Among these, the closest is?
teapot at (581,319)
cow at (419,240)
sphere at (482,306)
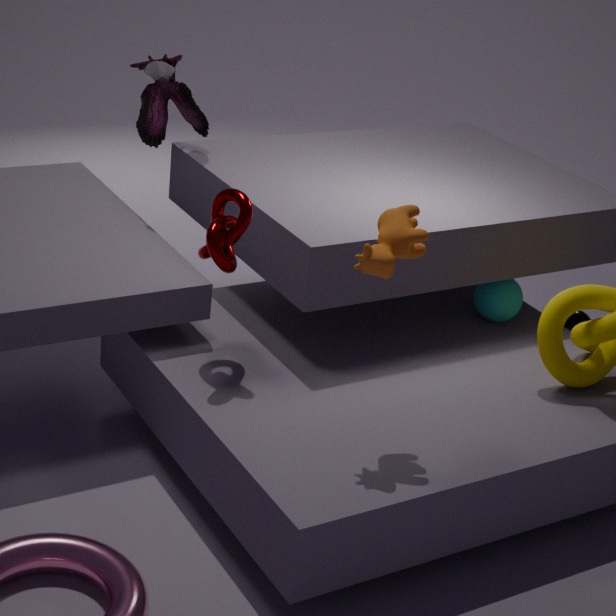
cow at (419,240)
